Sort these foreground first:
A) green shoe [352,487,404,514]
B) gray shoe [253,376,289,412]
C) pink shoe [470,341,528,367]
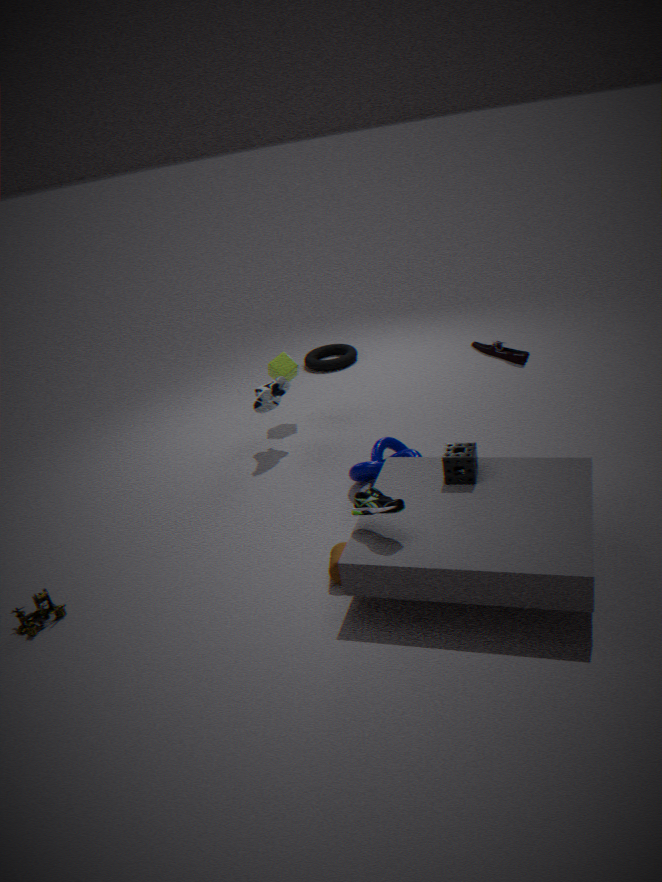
1. green shoe [352,487,404,514]
2. pink shoe [470,341,528,367]
3. gray shoe [253,376,289,412]
